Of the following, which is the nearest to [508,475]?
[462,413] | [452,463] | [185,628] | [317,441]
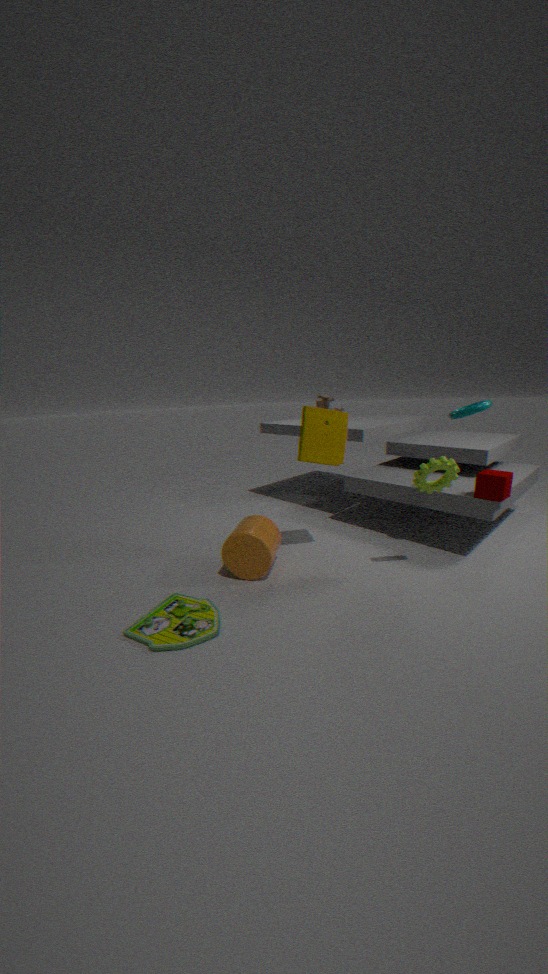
[462,413]
